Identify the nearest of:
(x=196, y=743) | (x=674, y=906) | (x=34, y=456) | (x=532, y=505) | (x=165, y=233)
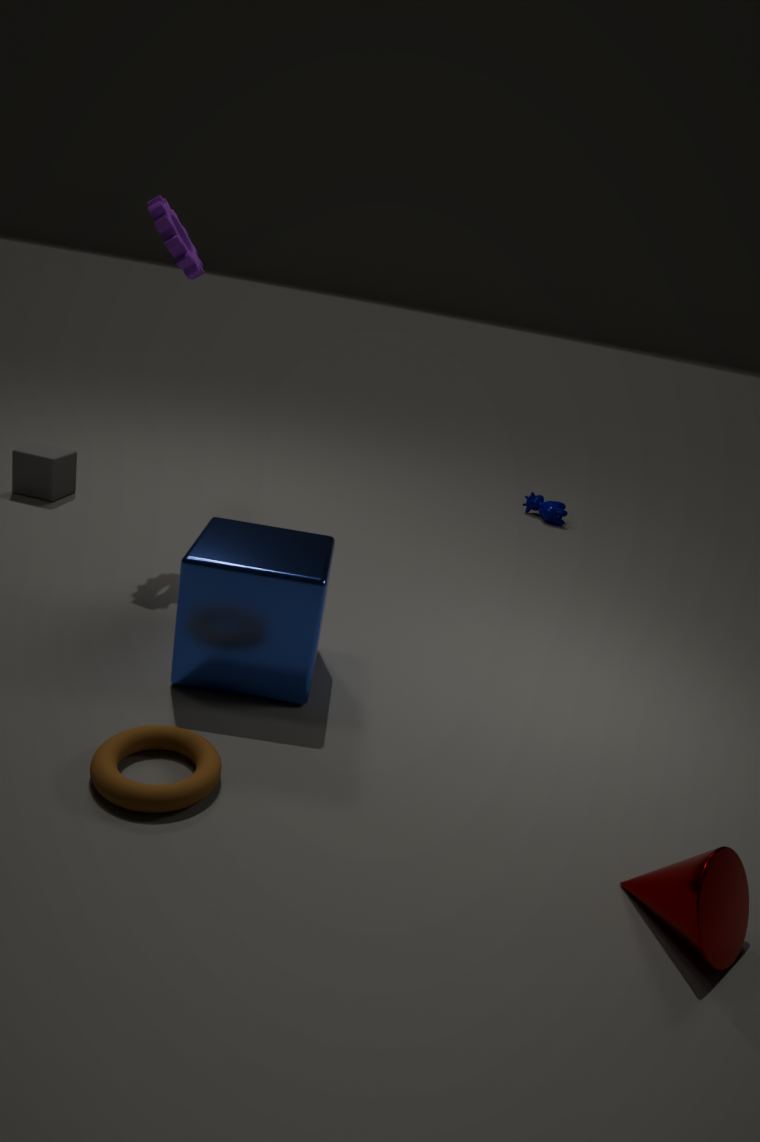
(x=674, y=906)
